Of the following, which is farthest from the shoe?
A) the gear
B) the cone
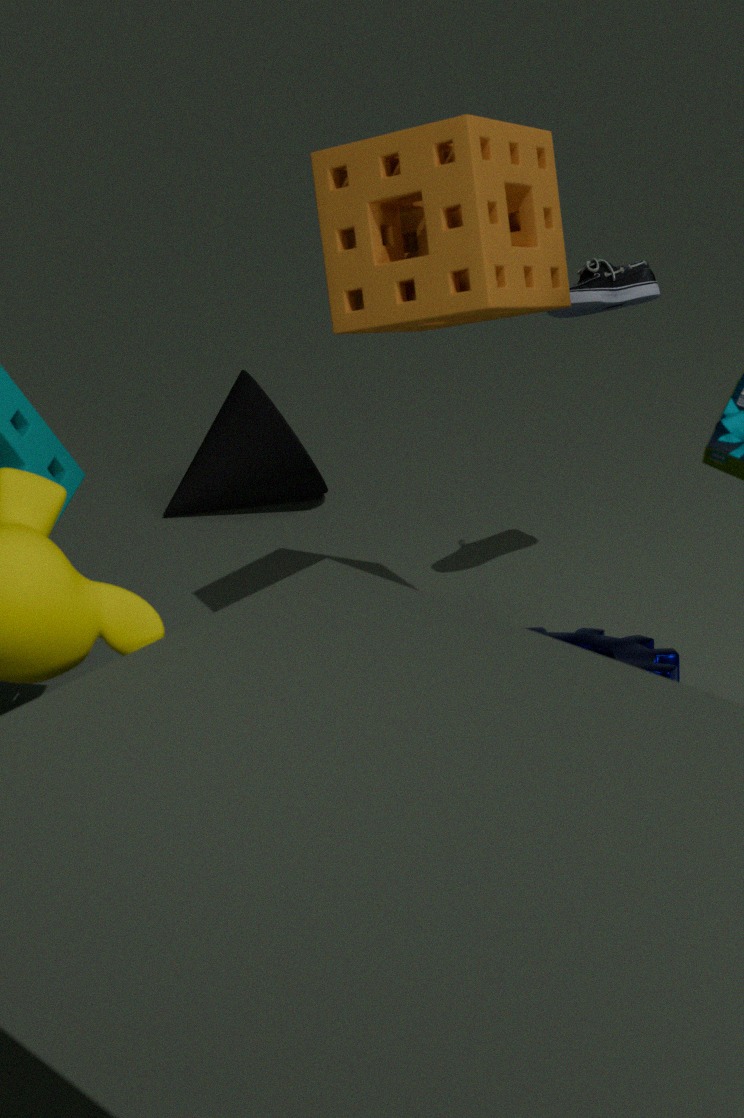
the cone
